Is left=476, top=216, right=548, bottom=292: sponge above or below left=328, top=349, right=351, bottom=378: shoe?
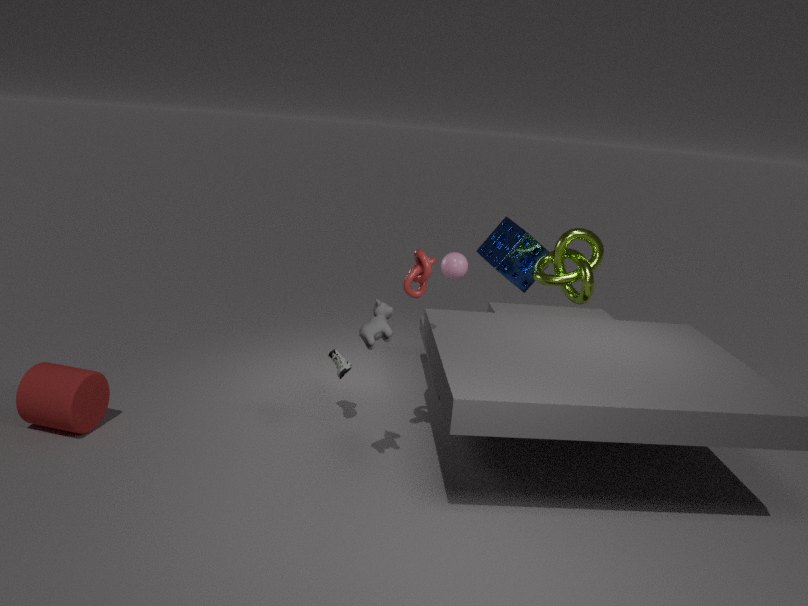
above
